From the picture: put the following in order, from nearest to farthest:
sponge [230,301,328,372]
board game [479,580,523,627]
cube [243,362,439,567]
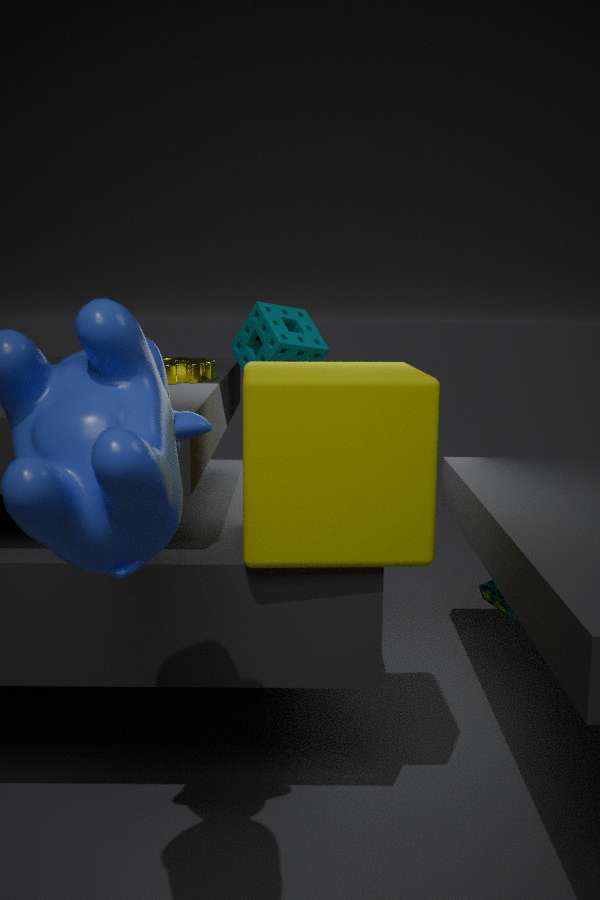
cube [243,362,439,567]
board game [479,580,523,627]
sponge [230,301,328,372]
